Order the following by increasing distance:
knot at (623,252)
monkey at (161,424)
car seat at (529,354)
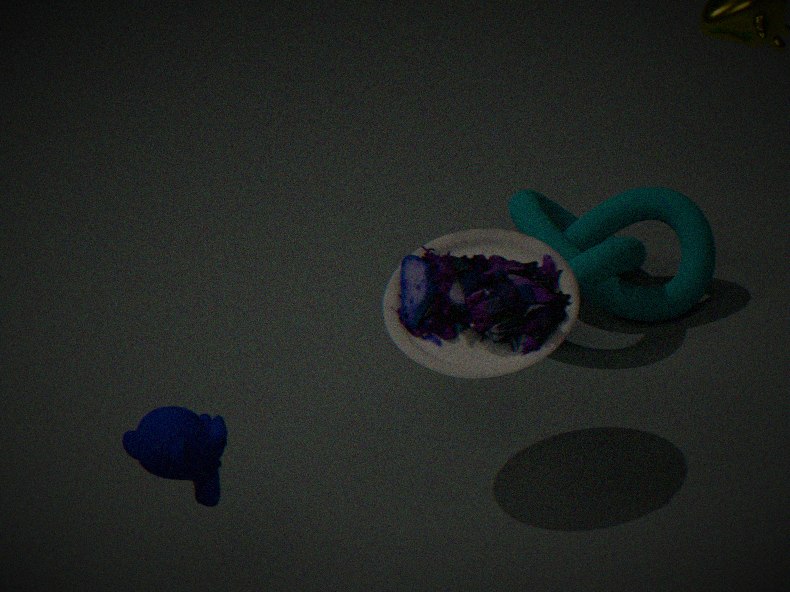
monkey at (161,424), car seat at (529,354), knot at (623,252)
